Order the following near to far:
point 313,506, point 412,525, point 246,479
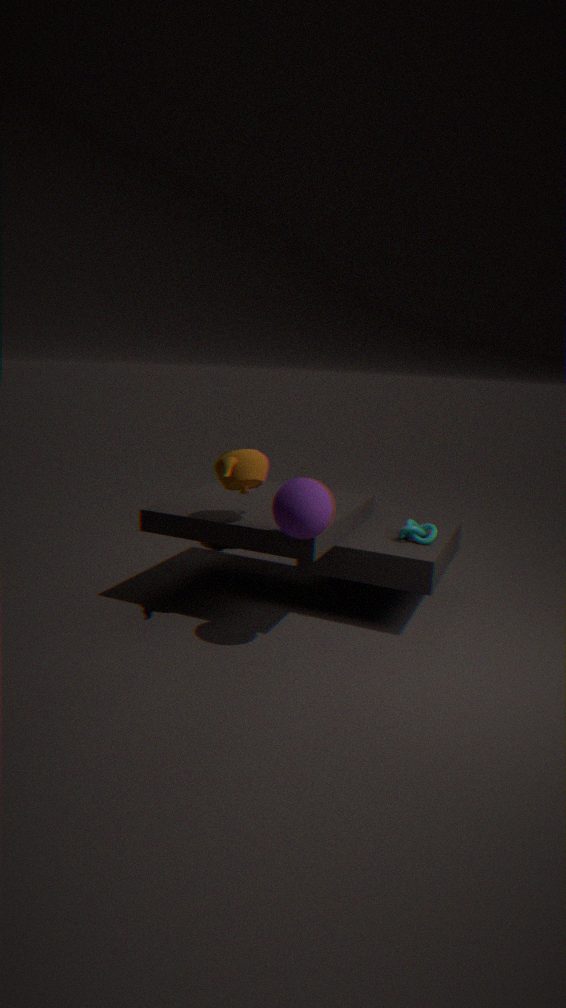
1. point 313,506
2. point 246,479
3. point 412,525
